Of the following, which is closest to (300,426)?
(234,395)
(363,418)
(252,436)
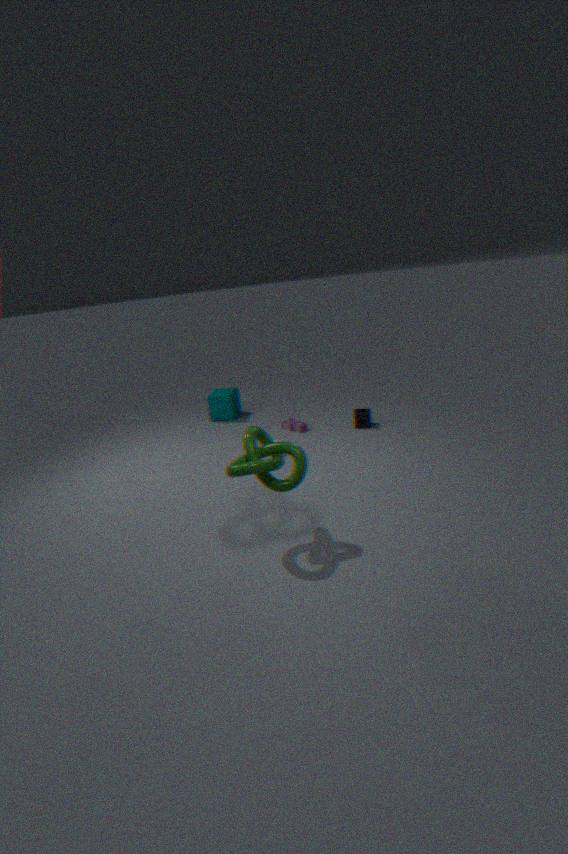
(363,418)
